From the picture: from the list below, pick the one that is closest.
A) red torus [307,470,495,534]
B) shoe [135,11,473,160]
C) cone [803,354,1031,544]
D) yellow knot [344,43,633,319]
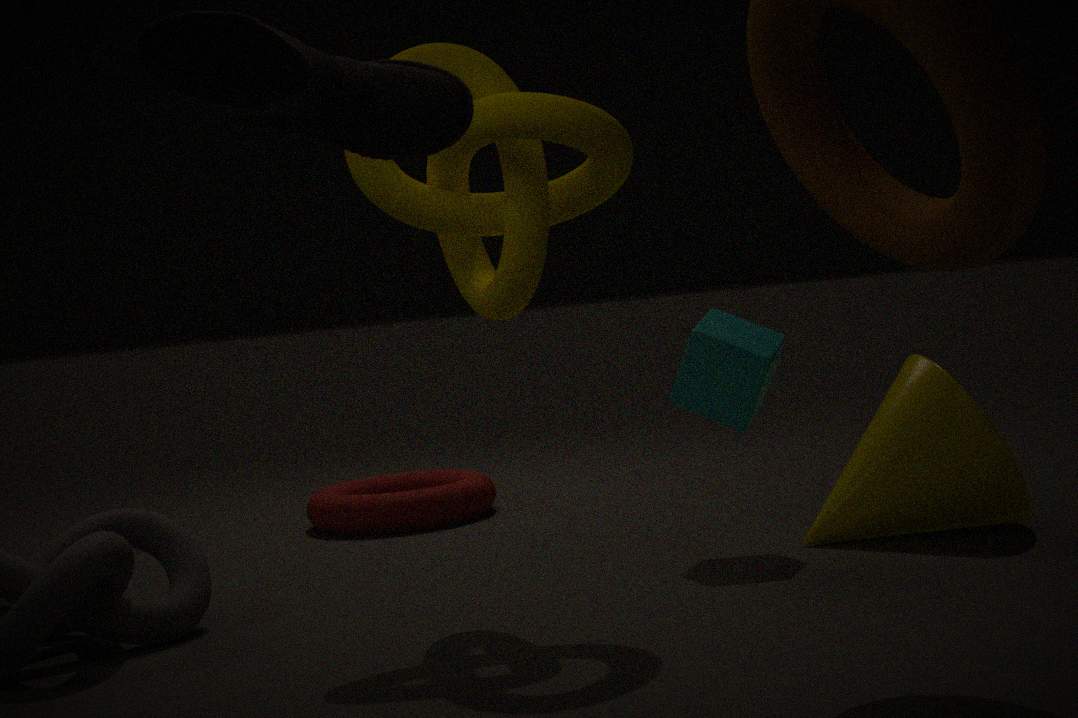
shoe [135,11,473,160]
